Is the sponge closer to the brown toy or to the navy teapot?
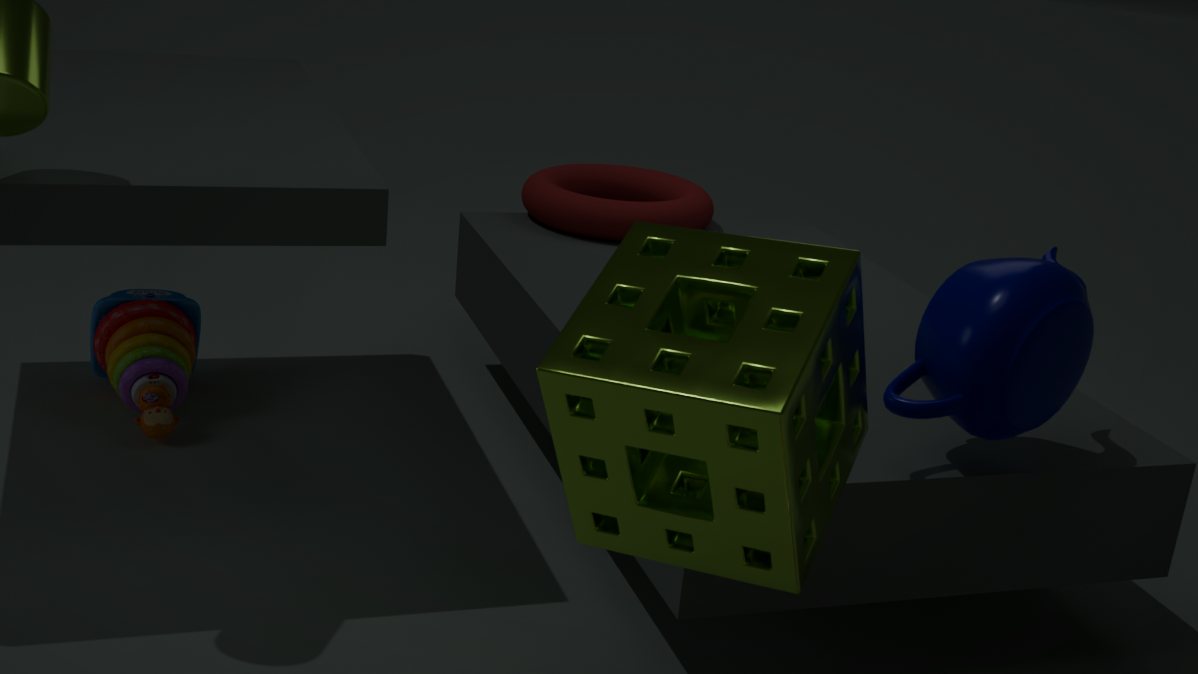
the navy teapot
